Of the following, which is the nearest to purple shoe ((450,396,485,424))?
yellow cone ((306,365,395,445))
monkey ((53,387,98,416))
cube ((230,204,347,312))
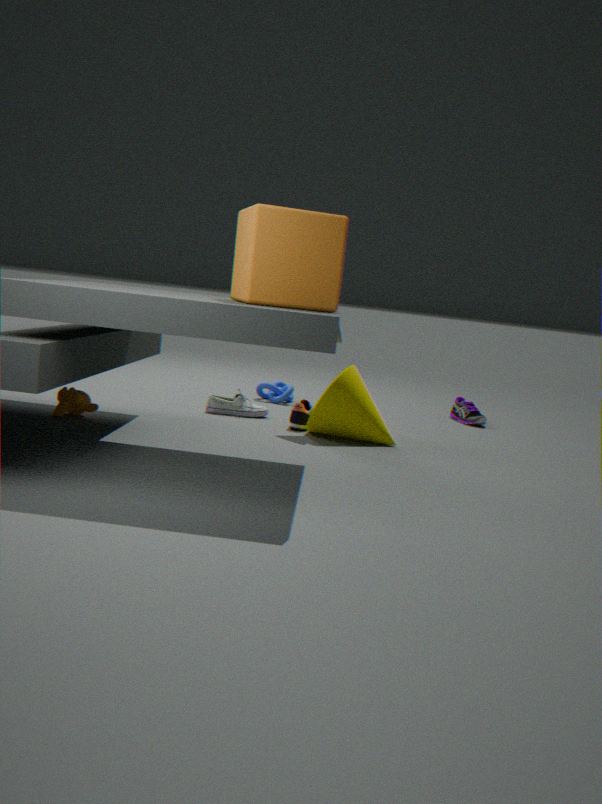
yellow cone ((306,365,395,445))
